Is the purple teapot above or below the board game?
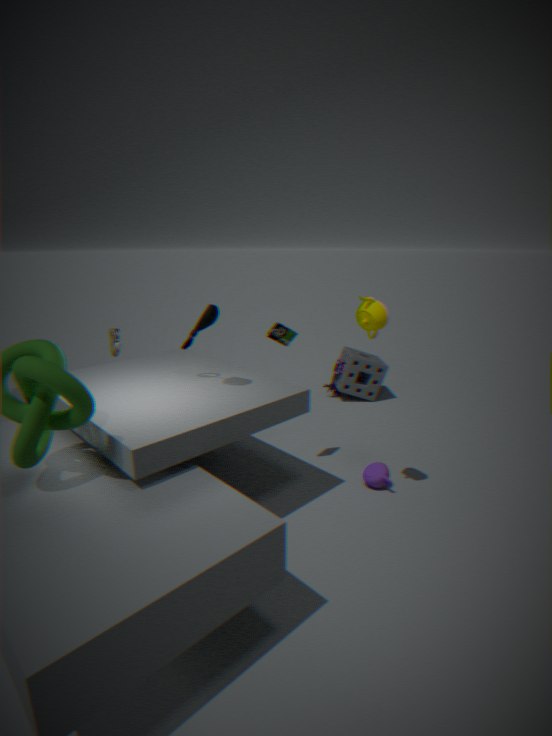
below
